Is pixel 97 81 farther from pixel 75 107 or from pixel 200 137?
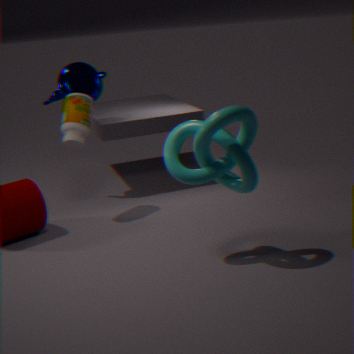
pixel 200 137
